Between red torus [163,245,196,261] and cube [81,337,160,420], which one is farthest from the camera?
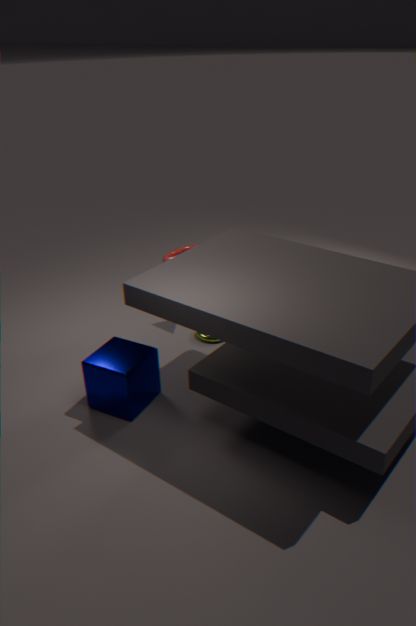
red torus [163,245,196,261]
